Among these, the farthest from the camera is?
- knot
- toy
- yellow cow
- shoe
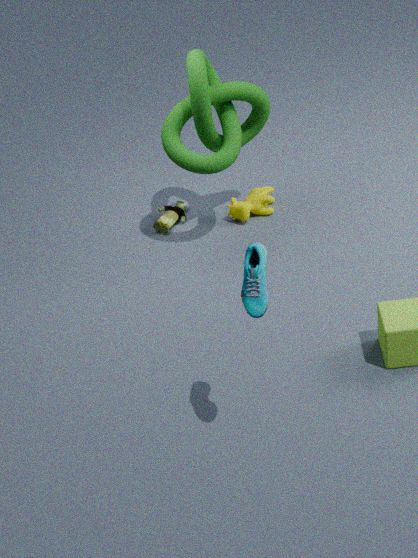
toy
